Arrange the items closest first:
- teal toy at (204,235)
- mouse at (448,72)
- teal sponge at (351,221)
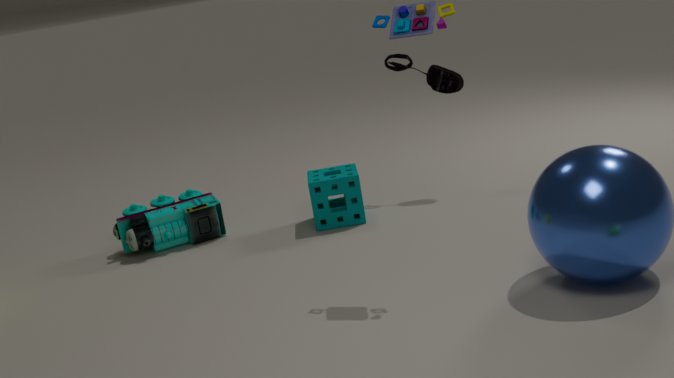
teal sponge at (351,221), teal toy at (204,235), mouse at (448,72)
